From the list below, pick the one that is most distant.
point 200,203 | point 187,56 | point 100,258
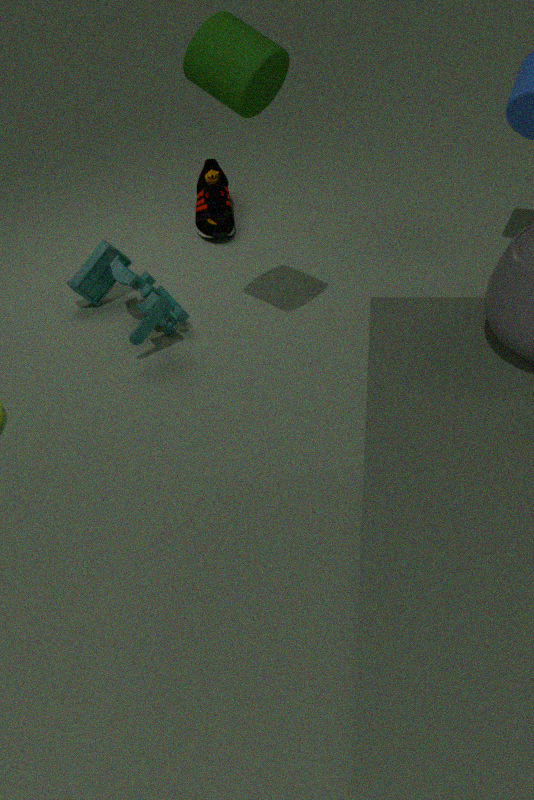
point 200,203
